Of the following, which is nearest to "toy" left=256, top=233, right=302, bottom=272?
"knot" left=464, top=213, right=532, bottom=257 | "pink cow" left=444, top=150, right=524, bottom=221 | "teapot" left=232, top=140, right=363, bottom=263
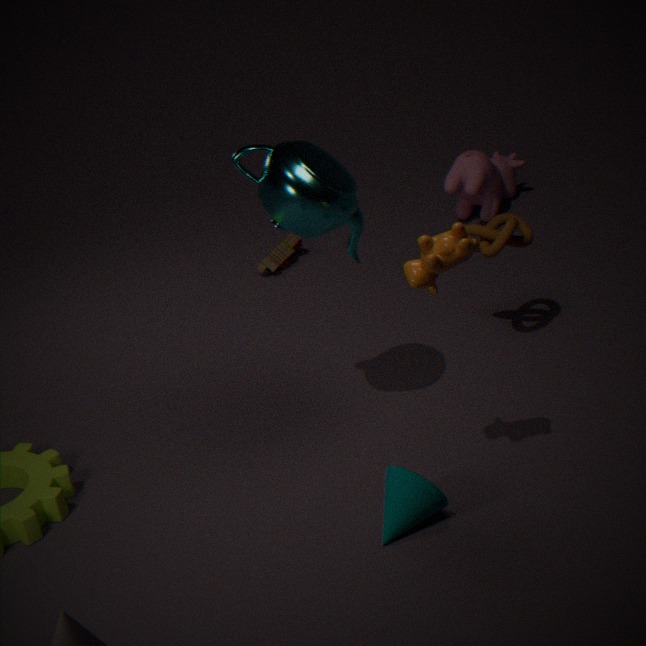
"pink cow" left=444, top=150, right=524, bottom=221
